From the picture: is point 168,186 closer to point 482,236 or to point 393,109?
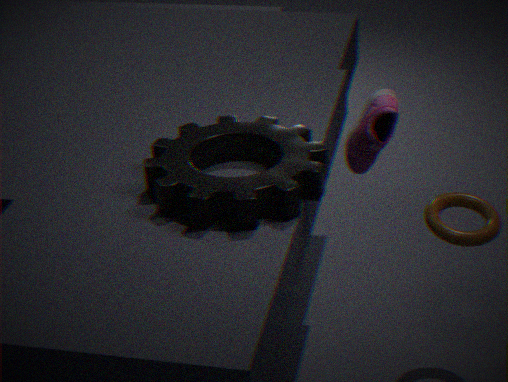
point 393,109
